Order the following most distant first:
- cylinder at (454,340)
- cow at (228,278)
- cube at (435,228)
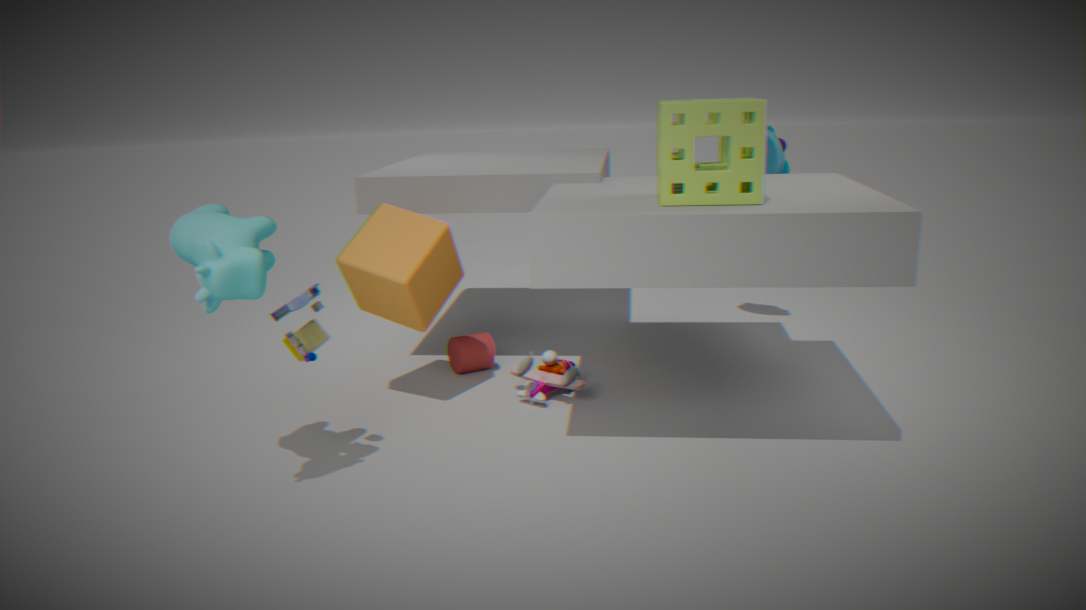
cylinder at (454,340), cube at (435,228), cow at (228,278)
